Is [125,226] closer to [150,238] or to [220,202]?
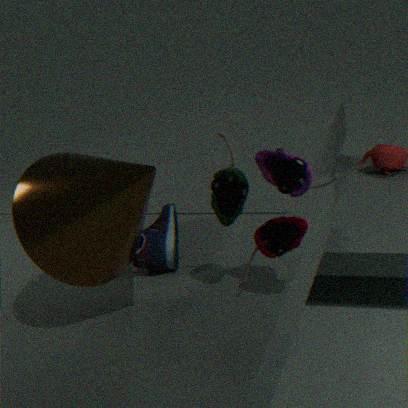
[150,238]
